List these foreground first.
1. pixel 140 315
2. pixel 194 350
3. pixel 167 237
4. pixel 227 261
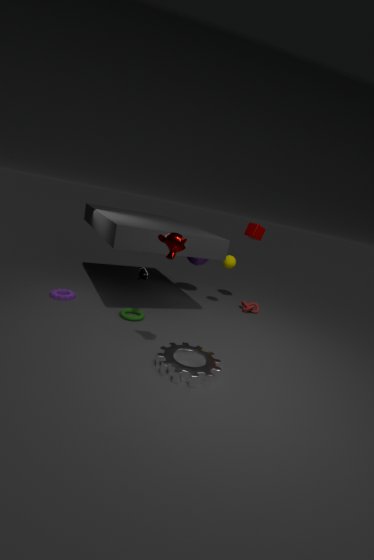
pixel 167 237
pixel 194 350
pixel 140 315
pixel 227 261
